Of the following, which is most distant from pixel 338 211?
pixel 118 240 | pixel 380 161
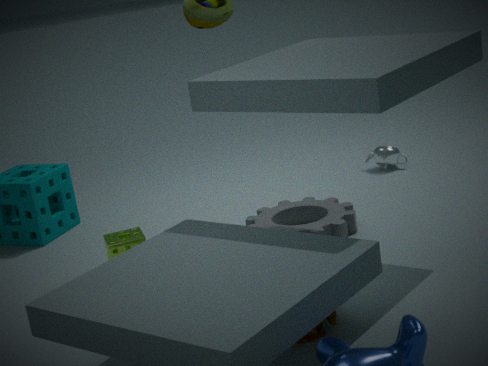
pixel 380 161
